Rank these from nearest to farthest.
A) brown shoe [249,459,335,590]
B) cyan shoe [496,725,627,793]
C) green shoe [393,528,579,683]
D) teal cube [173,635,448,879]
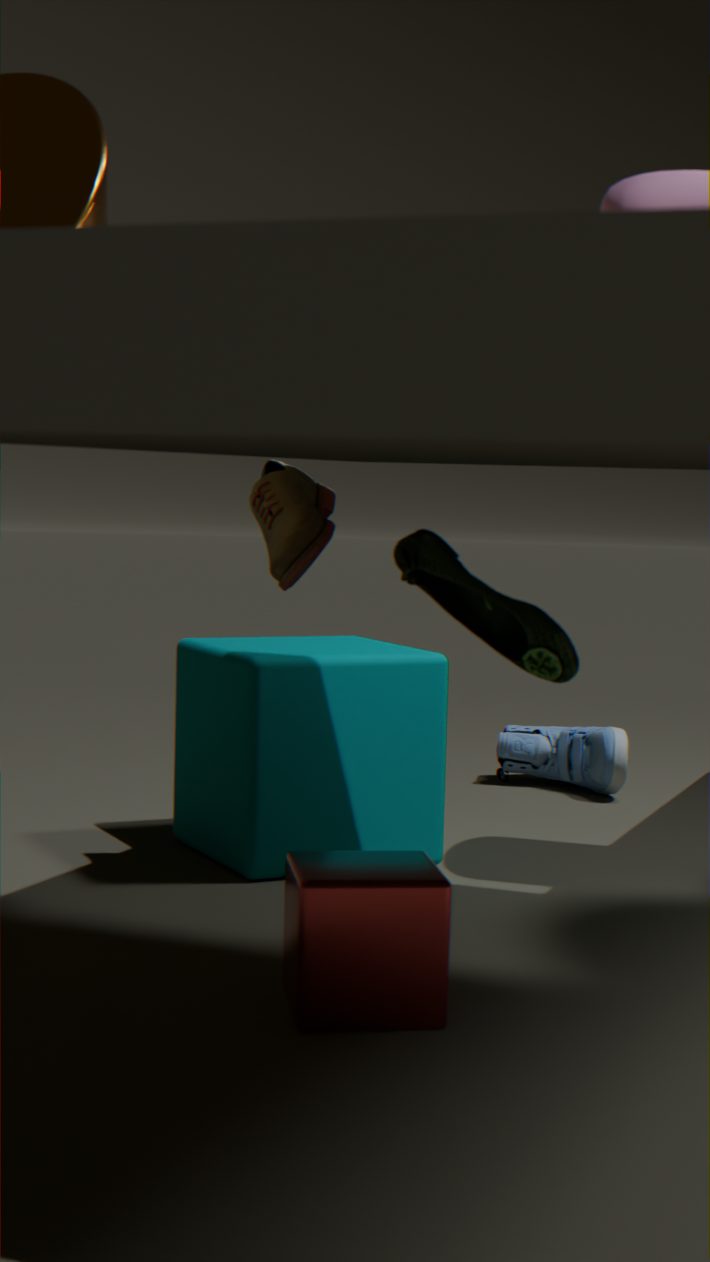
green shoe [393,528,579,683] < brown shoe [249,459,335,590] < teal cube [173,635,448,879] < cyan shoe [496,725,627,793]
